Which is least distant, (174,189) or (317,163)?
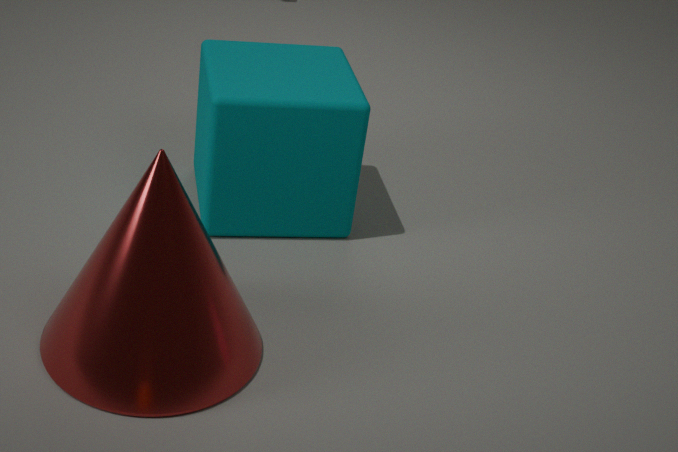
(174,189)
